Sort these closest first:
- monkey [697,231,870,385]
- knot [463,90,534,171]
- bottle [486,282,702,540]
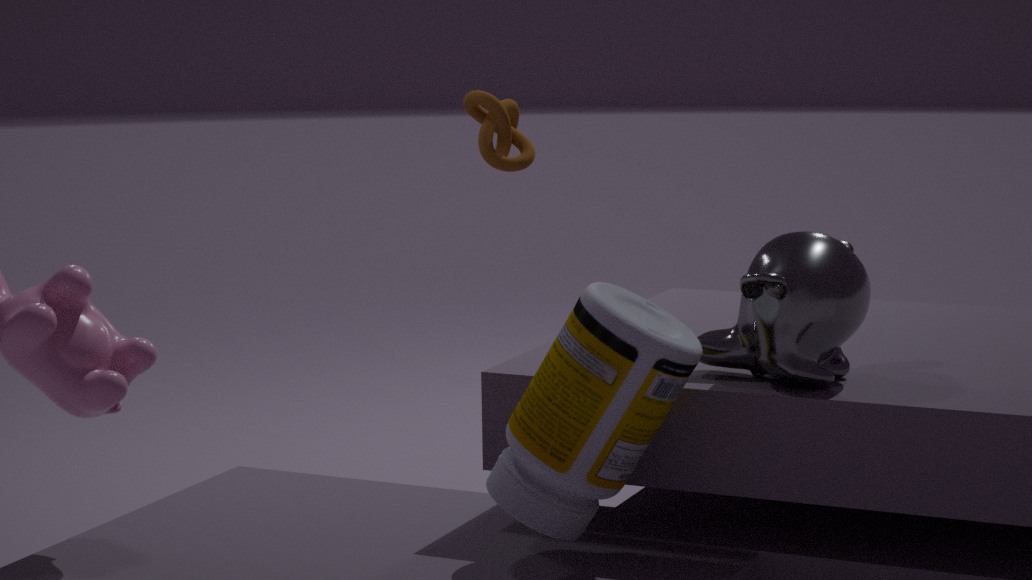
bottle [486,282,702,540] → monkey [697,231,870,385] → knot [463,90,534,171]
